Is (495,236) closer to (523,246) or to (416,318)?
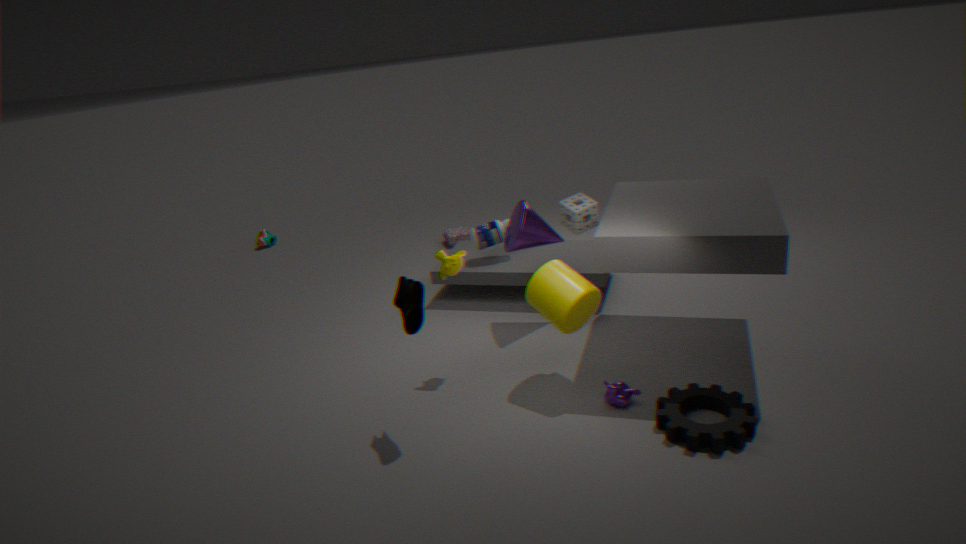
(523,246)
